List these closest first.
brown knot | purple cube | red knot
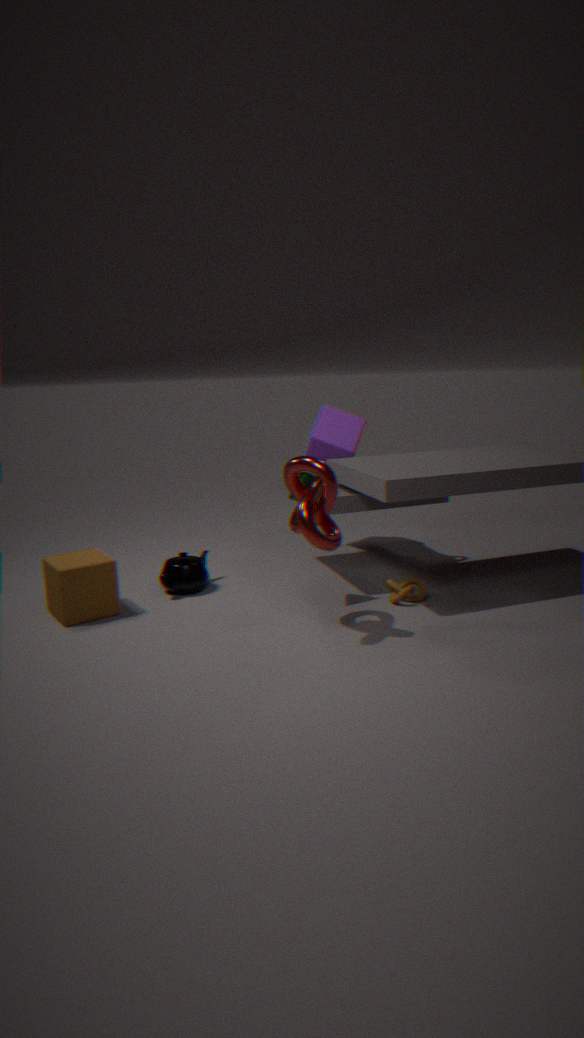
red knot, brown knot, purple cube
